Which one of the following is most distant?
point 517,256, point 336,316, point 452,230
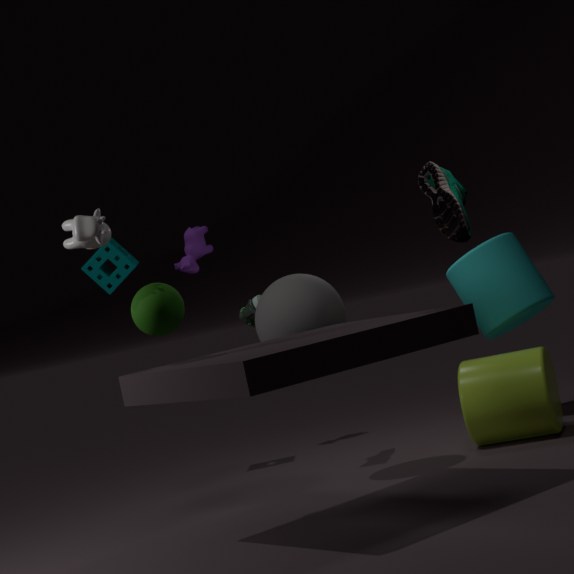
point 517,256
